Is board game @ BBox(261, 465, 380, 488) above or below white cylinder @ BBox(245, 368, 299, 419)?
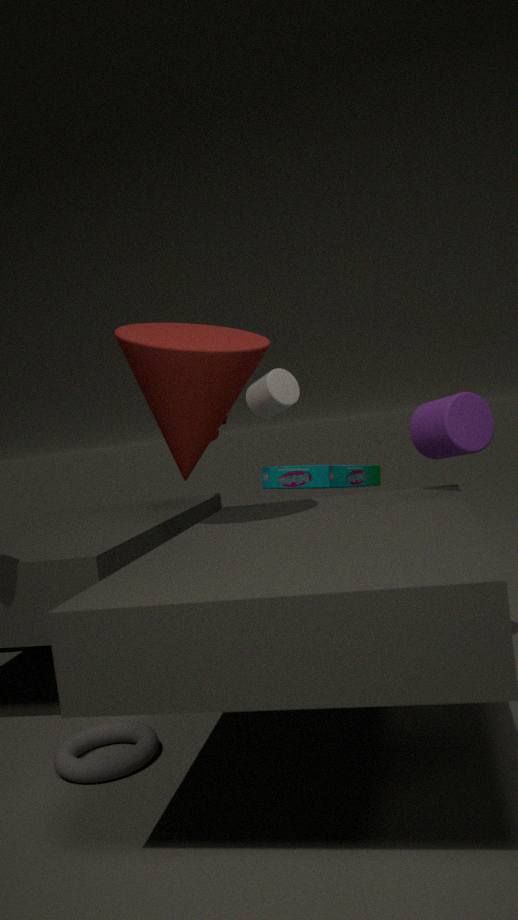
below
